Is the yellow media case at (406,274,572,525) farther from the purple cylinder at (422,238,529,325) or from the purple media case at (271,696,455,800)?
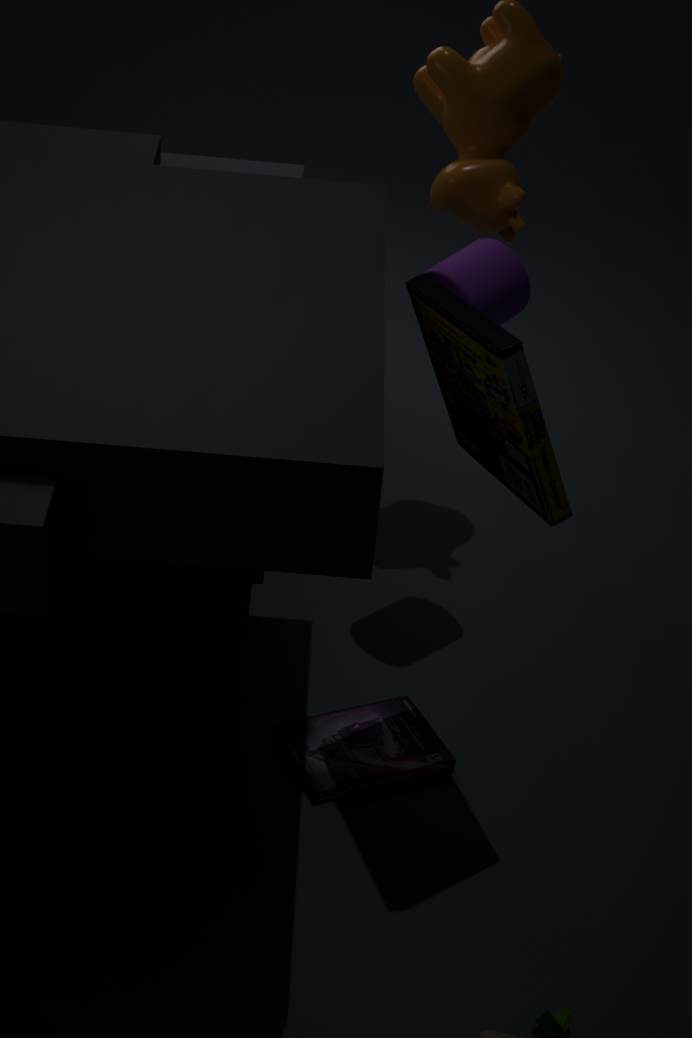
the purple media case at (271,696,455,800)
